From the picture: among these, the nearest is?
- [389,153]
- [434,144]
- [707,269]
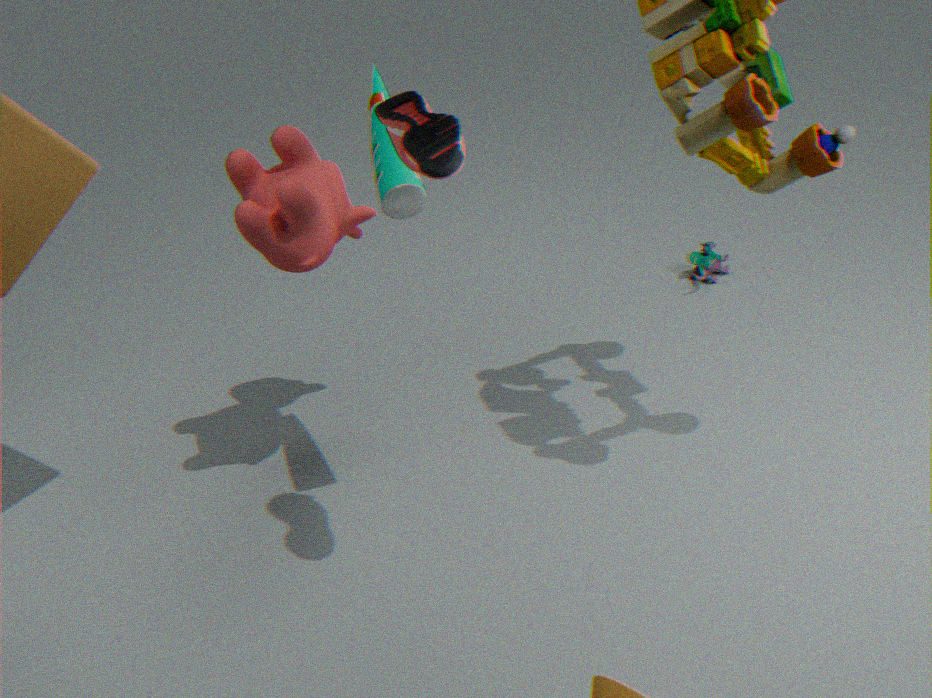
[434,144]
